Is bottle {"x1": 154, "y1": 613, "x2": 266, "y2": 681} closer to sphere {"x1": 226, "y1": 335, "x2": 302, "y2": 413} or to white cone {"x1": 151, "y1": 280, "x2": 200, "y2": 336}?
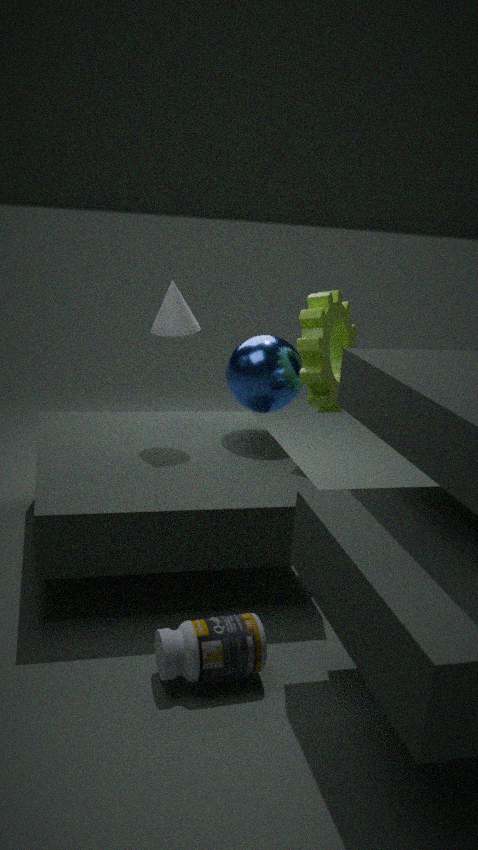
sphere {"x1": 226, "y1": 335, "x2": 302, "y2": 413}
